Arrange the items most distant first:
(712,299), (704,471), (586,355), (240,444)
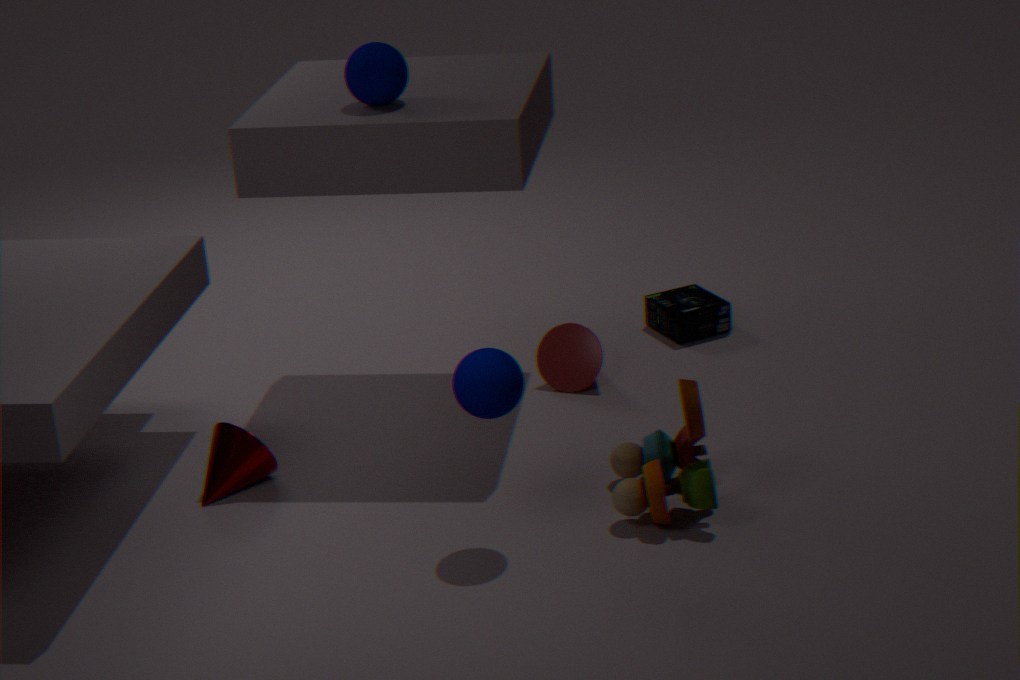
(712,299) → (586,355) → (240,444) → (704,471)
